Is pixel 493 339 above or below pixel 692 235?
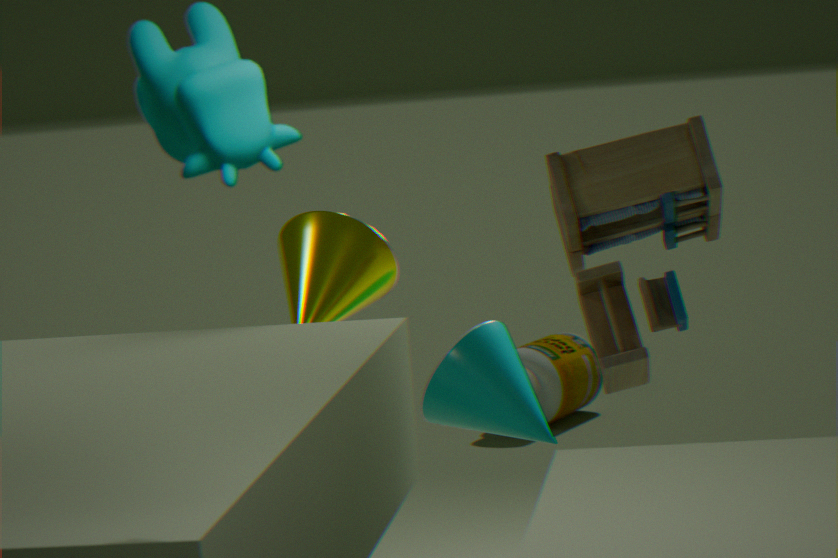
below
